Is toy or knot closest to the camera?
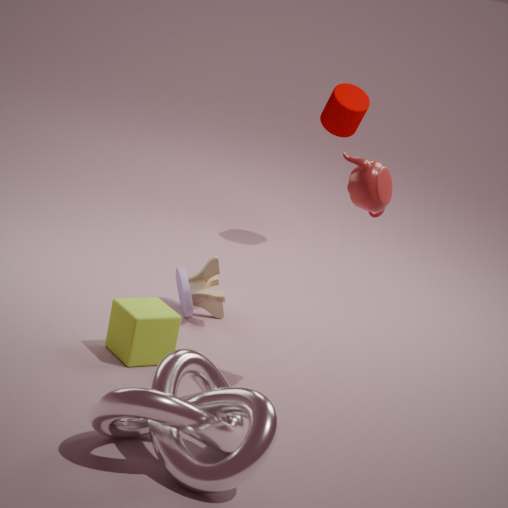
knot
